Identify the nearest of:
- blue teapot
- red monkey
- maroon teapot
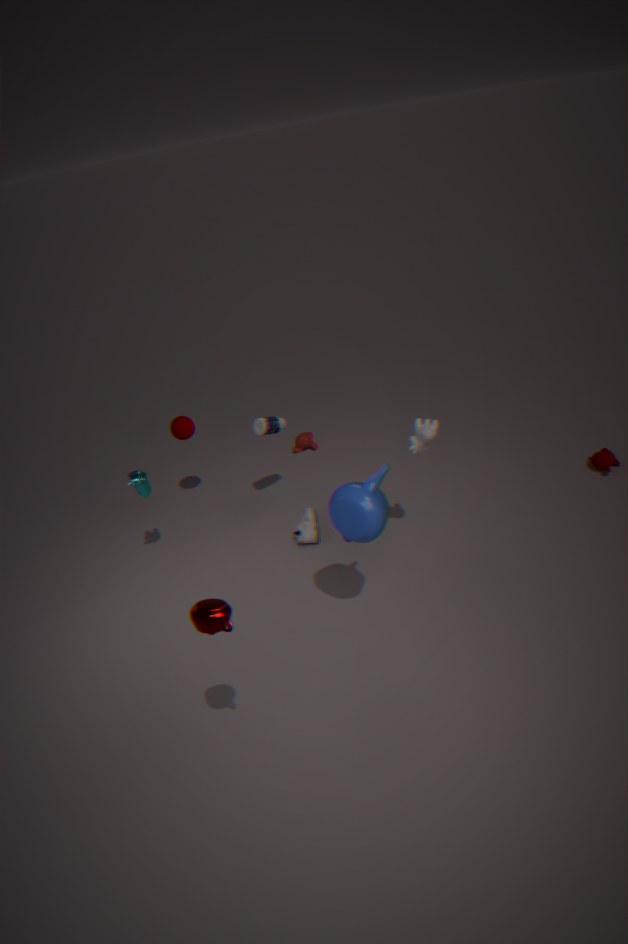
maroon teapot
